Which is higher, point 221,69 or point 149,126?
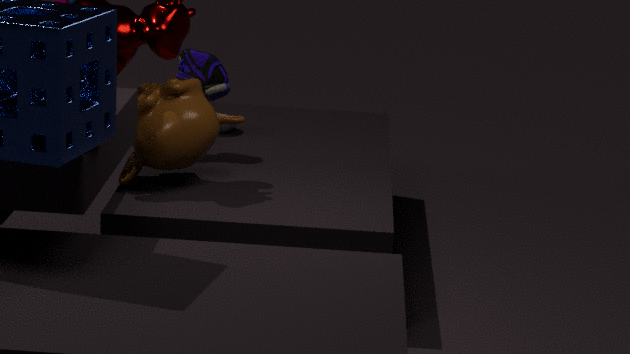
point 221,69
